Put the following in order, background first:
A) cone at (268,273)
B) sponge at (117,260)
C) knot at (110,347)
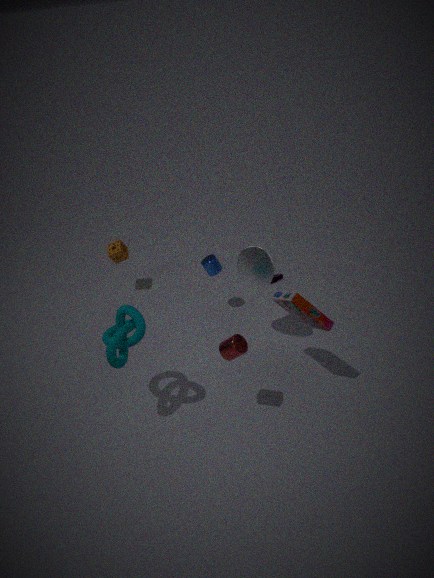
sponge at (117,260), cone at (268,273), knot at (110,347)
